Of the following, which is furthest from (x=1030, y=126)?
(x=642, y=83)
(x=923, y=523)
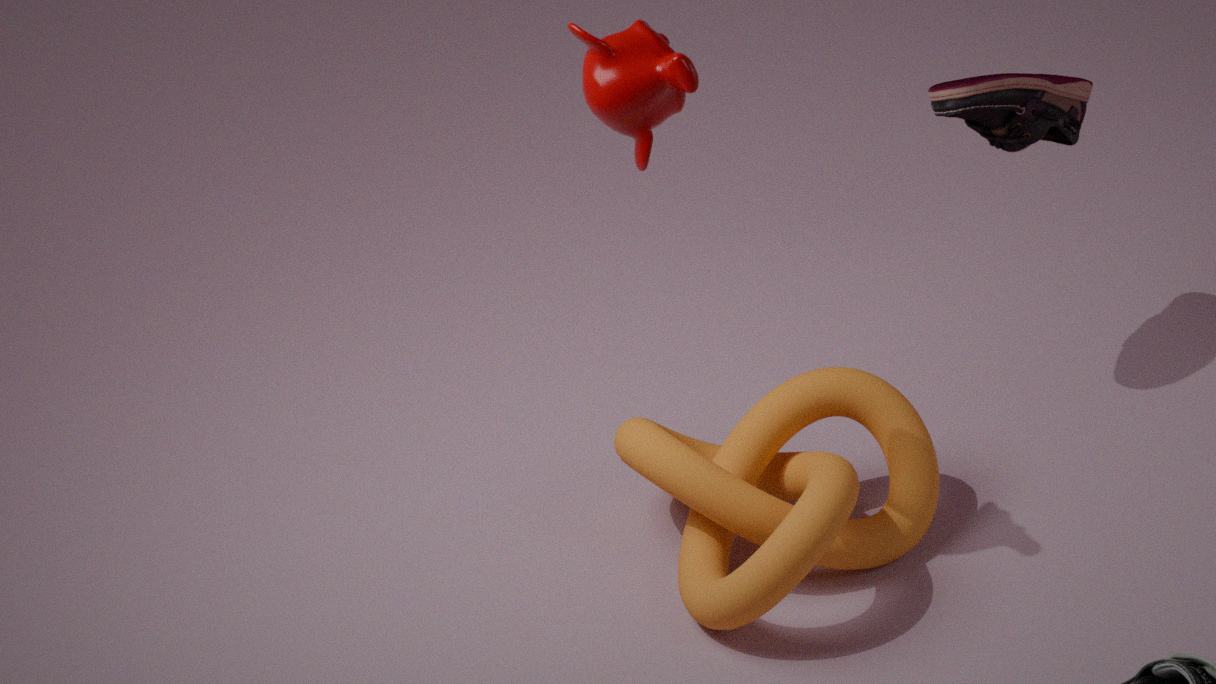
(x=642, y=83)
